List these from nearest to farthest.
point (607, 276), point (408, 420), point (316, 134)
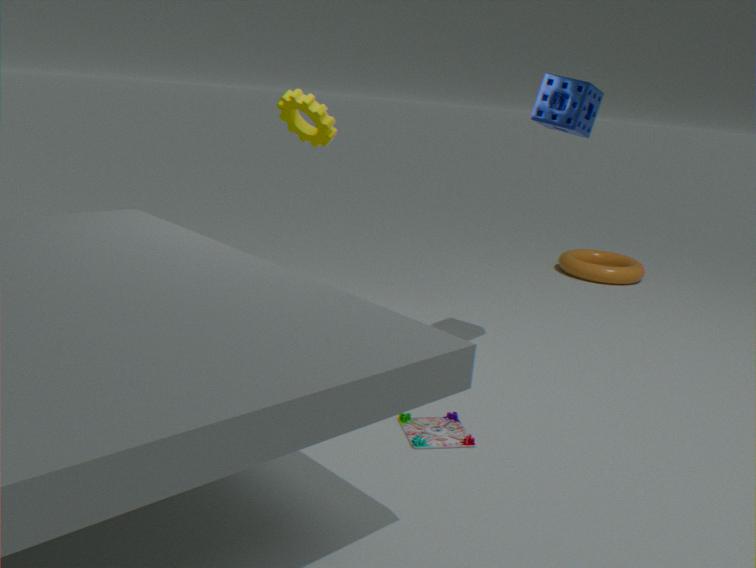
point (408, 420), point (316, 134), point (607, 276)
